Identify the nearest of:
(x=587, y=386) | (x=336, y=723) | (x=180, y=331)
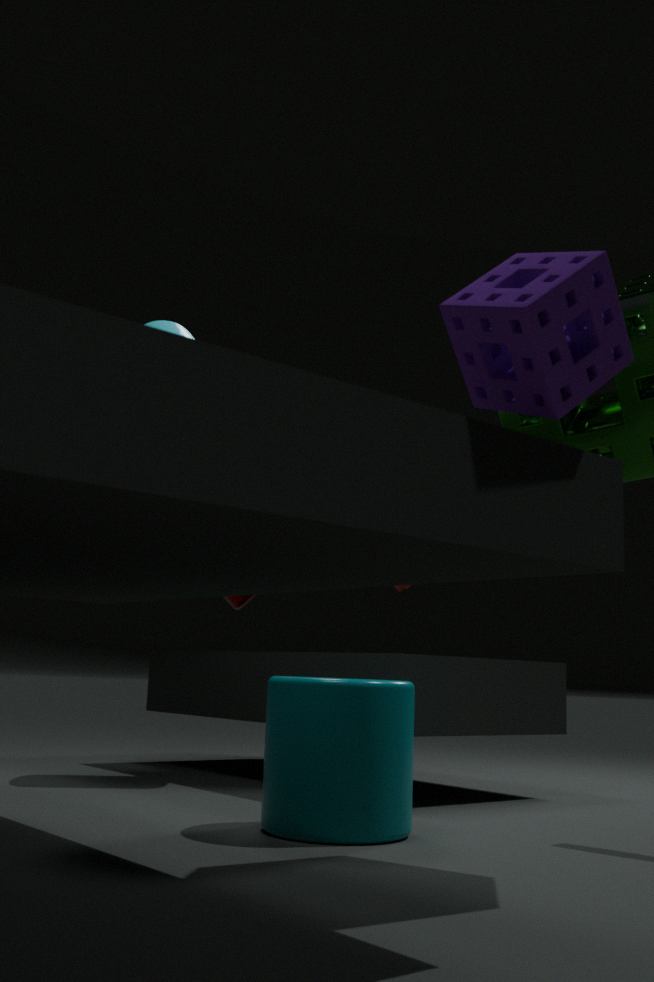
(x=587, y=386)
